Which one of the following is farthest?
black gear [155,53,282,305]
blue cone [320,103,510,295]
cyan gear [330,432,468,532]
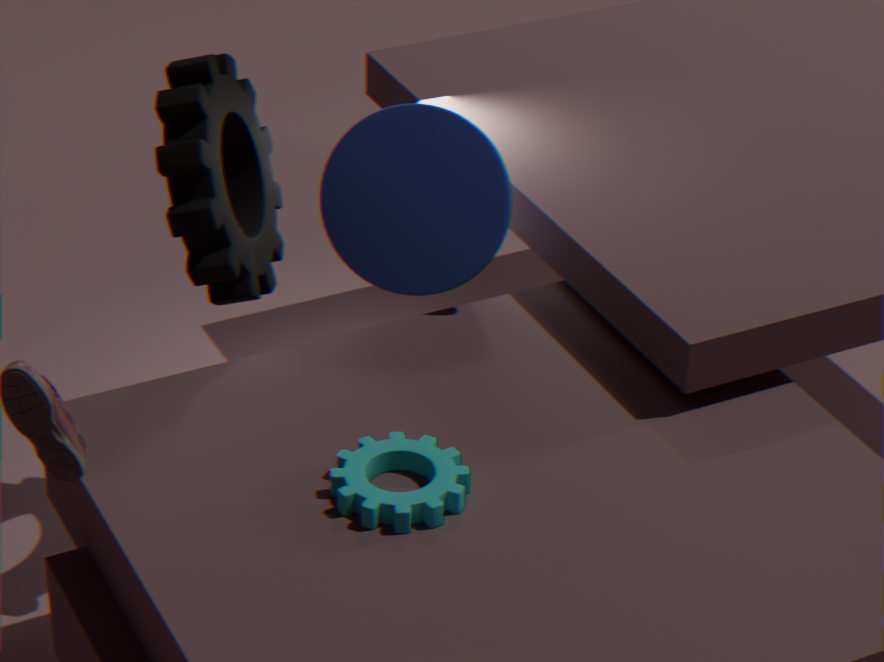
blue cone [320,103,510,295]
